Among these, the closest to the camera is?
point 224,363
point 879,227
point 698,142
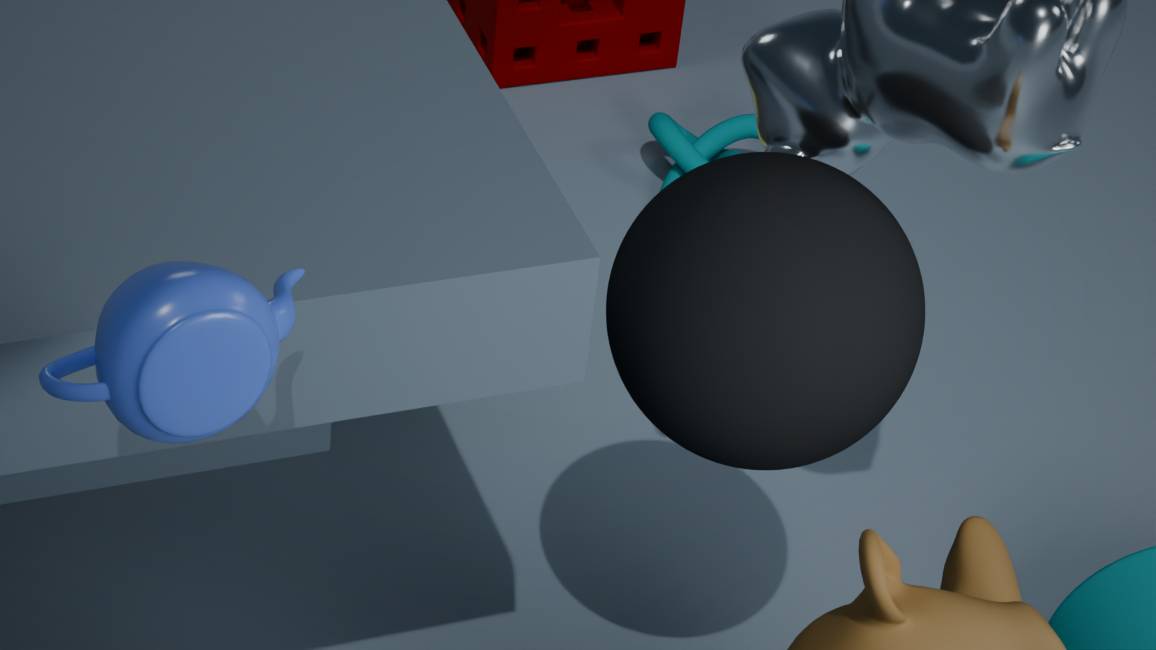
point 224,363
